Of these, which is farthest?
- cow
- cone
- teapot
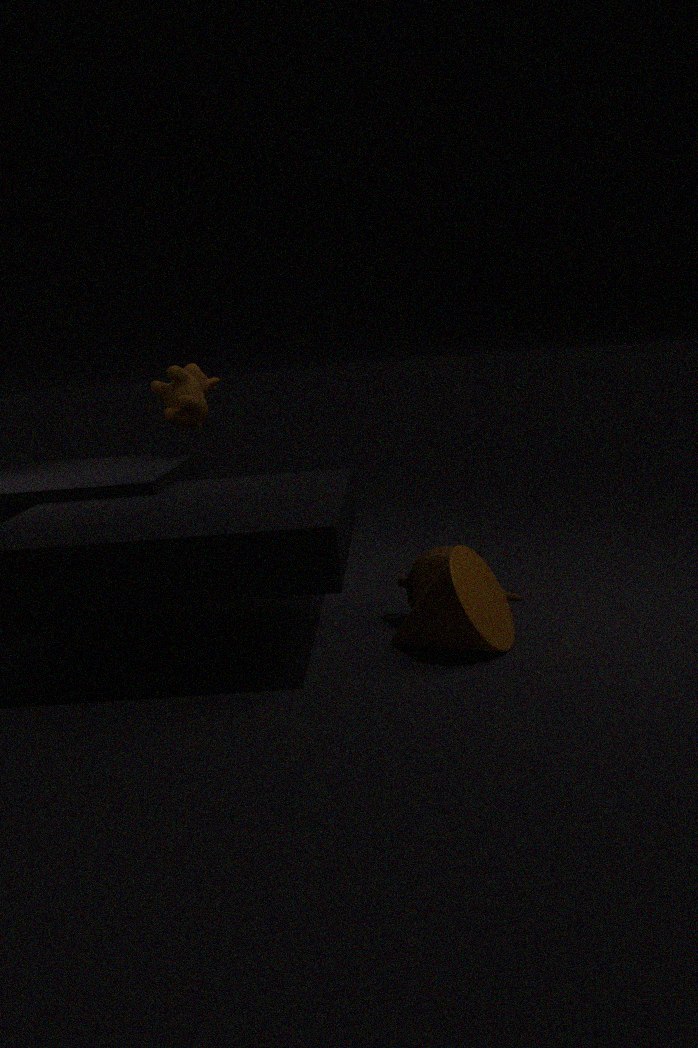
cow
